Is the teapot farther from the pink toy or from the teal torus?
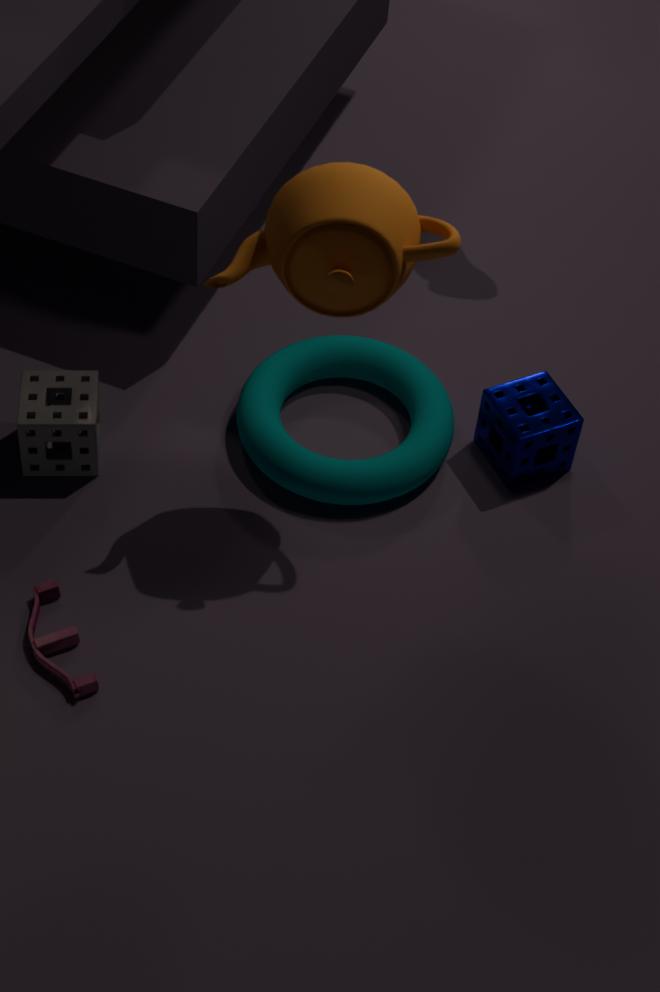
the pink toy
